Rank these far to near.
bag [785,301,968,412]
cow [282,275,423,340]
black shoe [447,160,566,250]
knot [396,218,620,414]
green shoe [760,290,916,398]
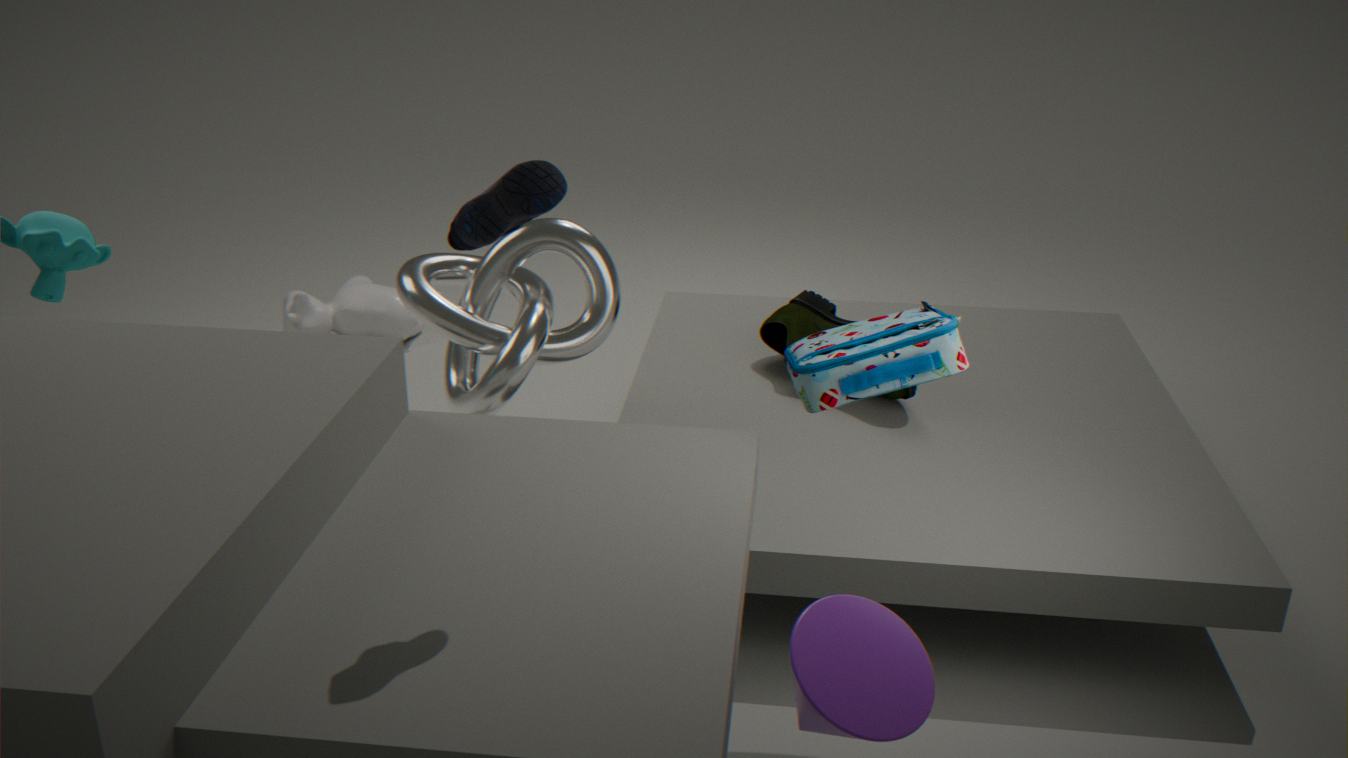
1. cow [282,275,423,340]
2. green shoe [760,290,916,398]
3. knot [396,218,620,414]
4. bag [785,301,968,412]
5. black shoe [447,160,566,250]
